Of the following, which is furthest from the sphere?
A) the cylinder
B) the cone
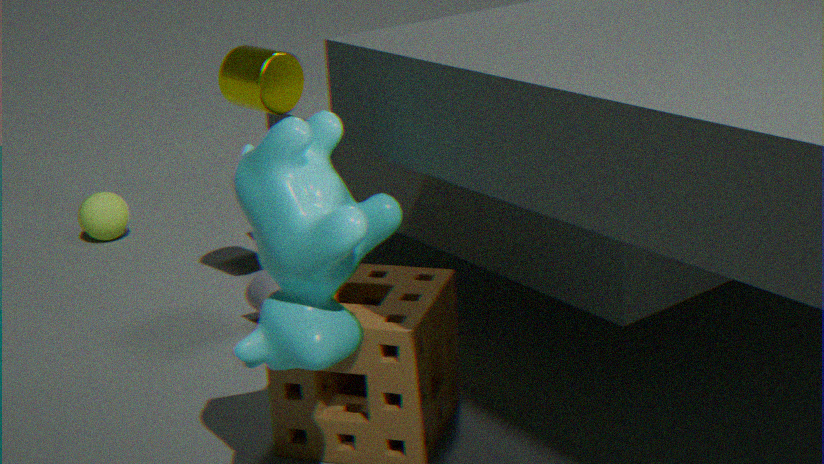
the cylinder
